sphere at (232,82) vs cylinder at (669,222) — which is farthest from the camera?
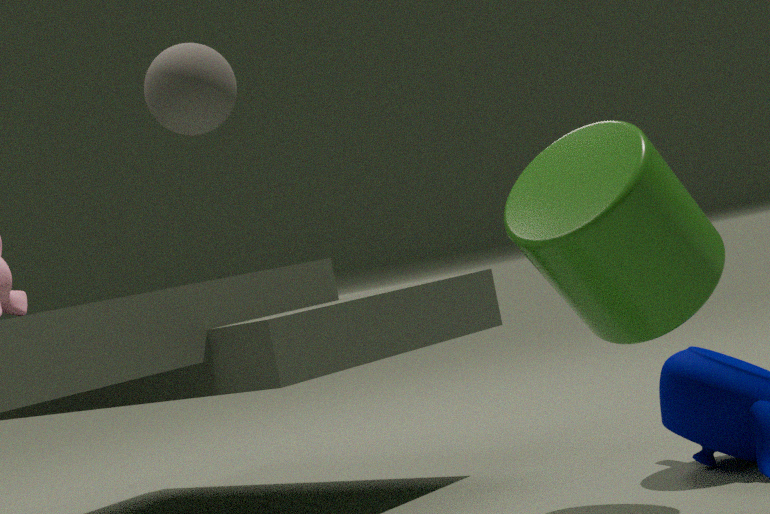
cylinder at (669,222)
